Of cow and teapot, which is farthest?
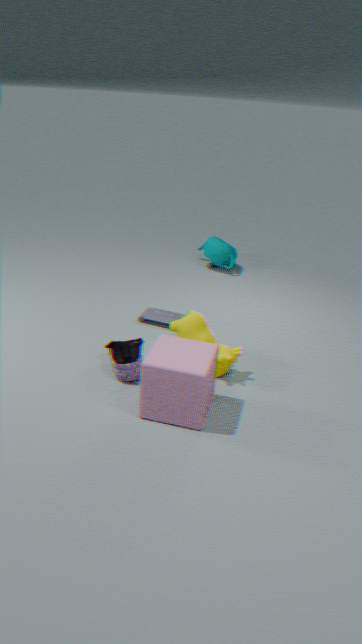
teapot
